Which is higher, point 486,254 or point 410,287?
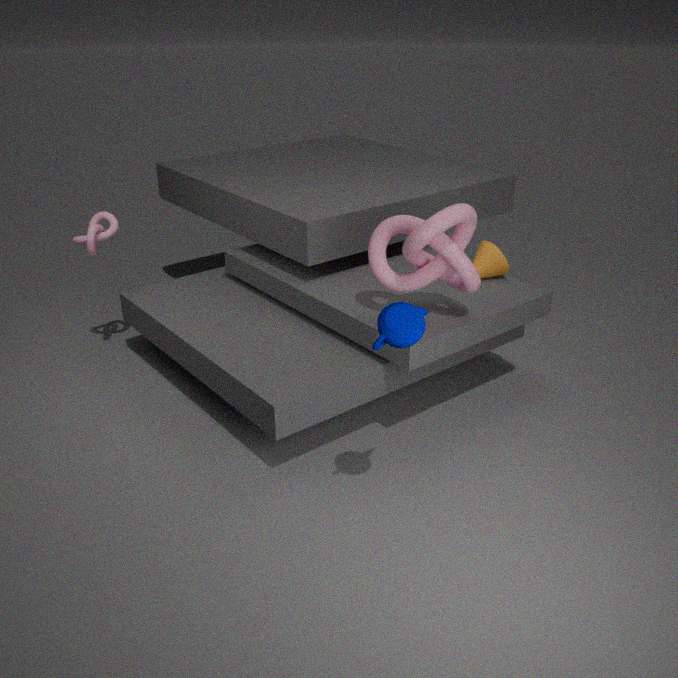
point 410,287
